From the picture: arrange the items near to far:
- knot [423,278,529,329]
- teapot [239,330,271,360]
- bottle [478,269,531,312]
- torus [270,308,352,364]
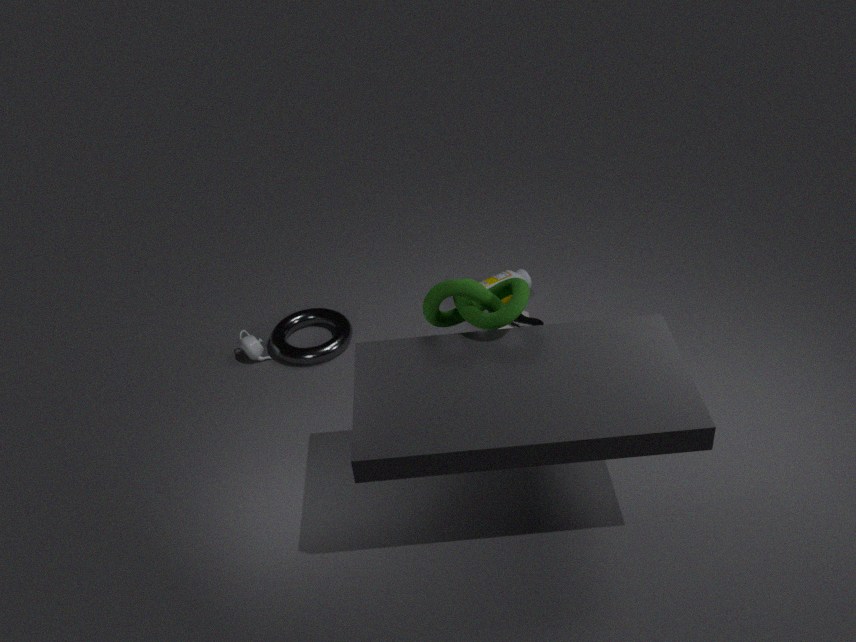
knot [423,278,529,329] → torus [270,308,352,364] → teapot [239,330,271,360] → bottle [478,269,531,312]
